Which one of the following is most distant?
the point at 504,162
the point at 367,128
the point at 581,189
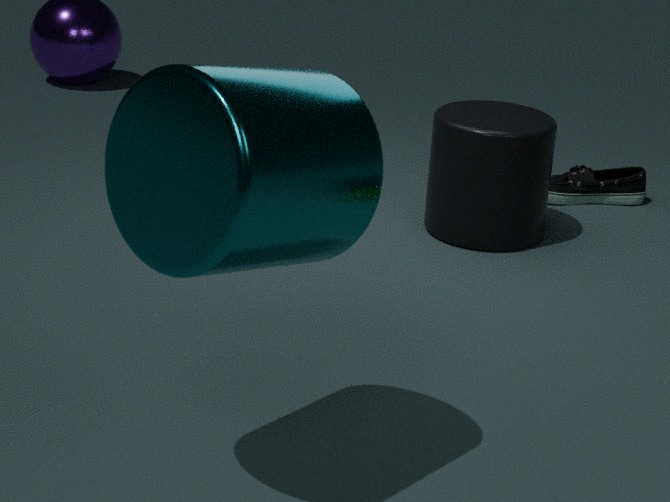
the point at 581,189
